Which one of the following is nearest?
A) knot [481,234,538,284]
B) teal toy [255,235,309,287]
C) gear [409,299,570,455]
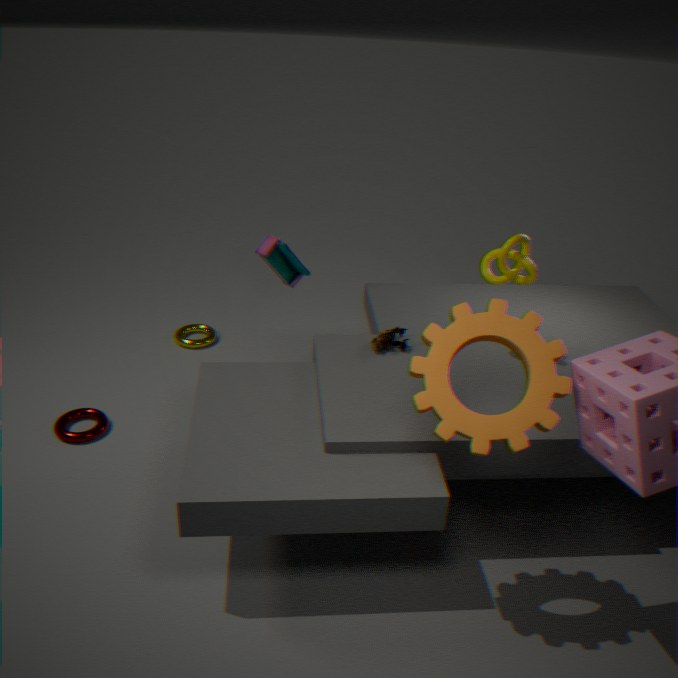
gear [409,299,570,455]
